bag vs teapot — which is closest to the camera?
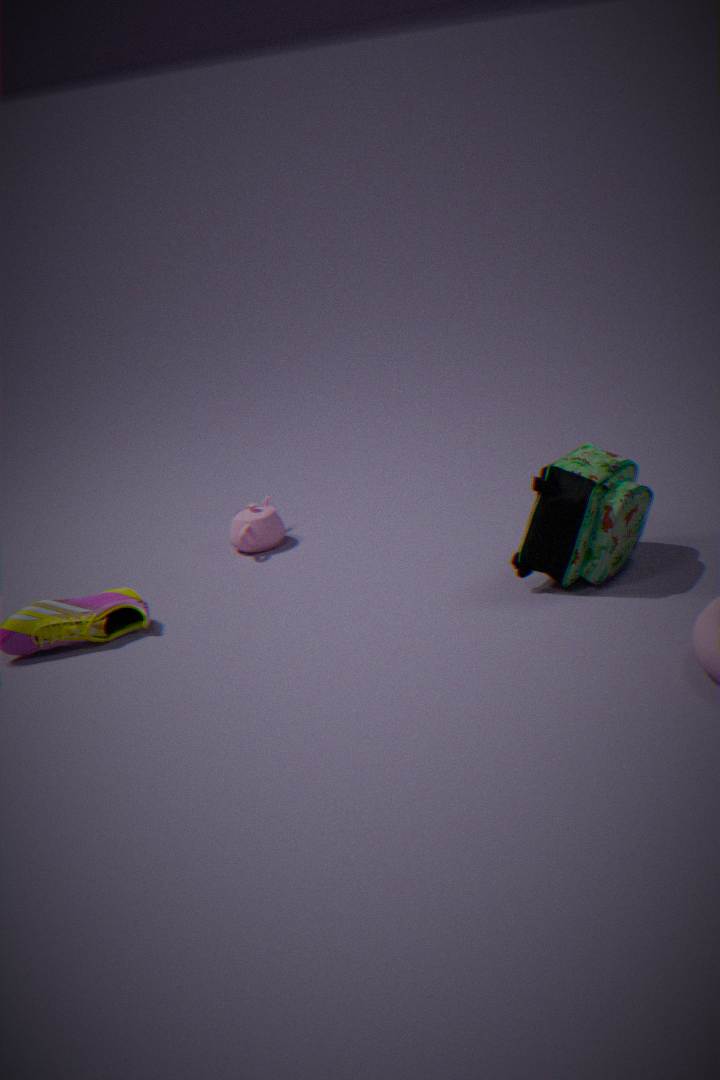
bag
